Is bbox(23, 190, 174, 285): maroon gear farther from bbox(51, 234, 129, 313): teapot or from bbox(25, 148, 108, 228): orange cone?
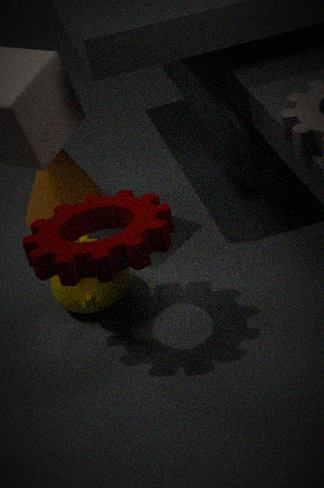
bbox(25, 148, 108, 228): orange cone
